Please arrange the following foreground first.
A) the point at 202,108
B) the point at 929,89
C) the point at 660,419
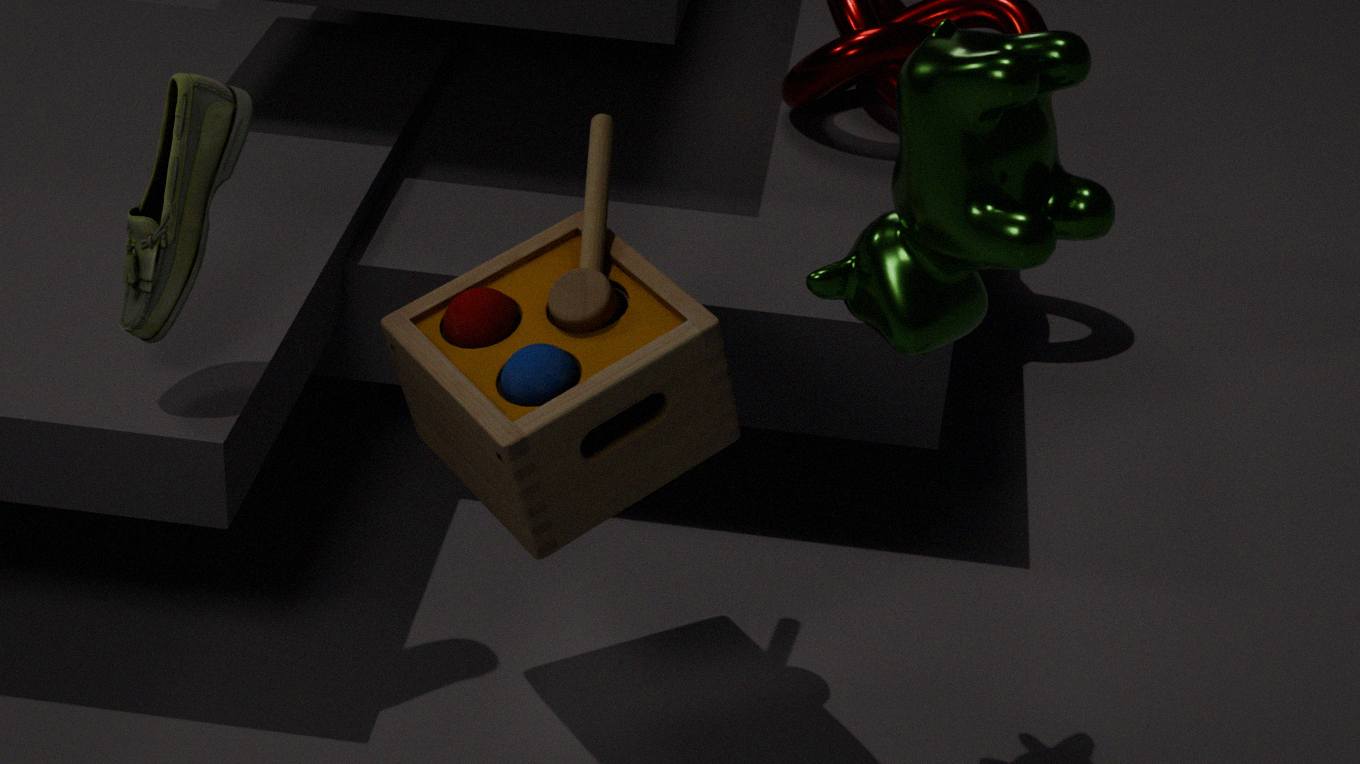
1. the point at 929,89
2. the point at 660,419
3. the point at 202,108
